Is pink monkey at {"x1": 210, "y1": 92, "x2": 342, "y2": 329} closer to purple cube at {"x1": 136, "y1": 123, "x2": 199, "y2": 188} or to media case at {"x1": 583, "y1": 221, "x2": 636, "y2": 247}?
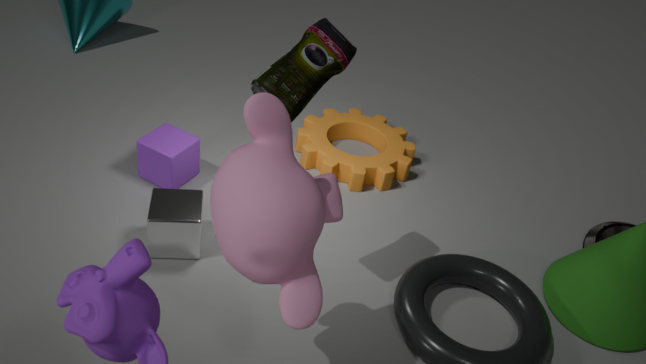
purple cube at {"x1": 136, "y1": 123, "x2": 199, "y2": 188}
